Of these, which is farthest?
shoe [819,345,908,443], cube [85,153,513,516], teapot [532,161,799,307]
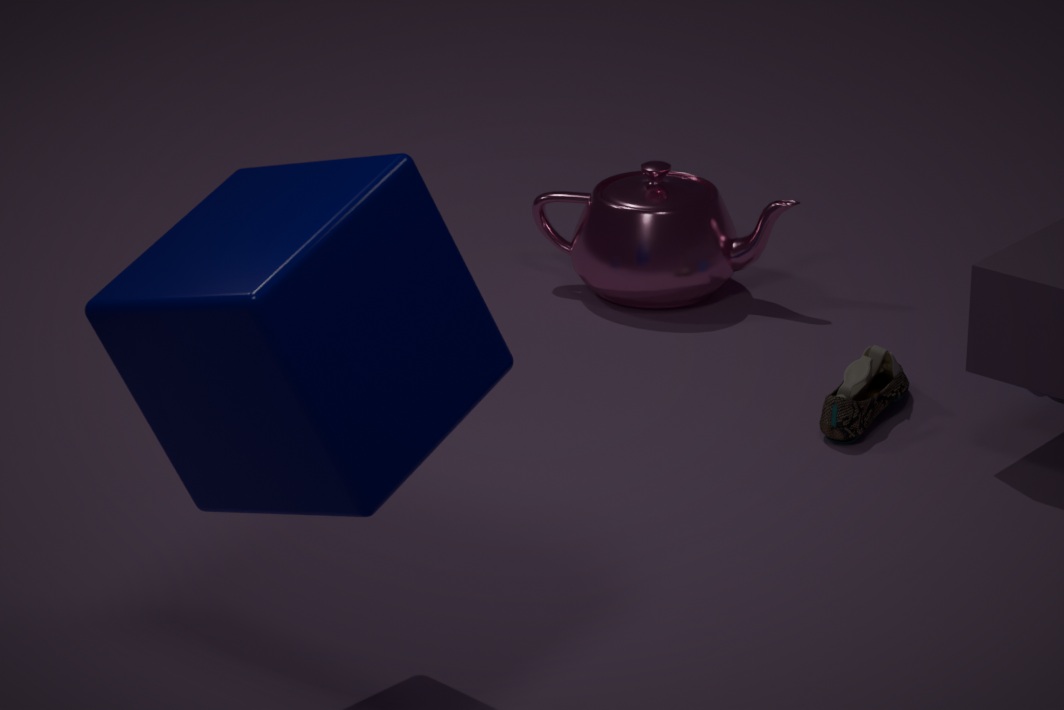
teapot [532,161,799,307]
